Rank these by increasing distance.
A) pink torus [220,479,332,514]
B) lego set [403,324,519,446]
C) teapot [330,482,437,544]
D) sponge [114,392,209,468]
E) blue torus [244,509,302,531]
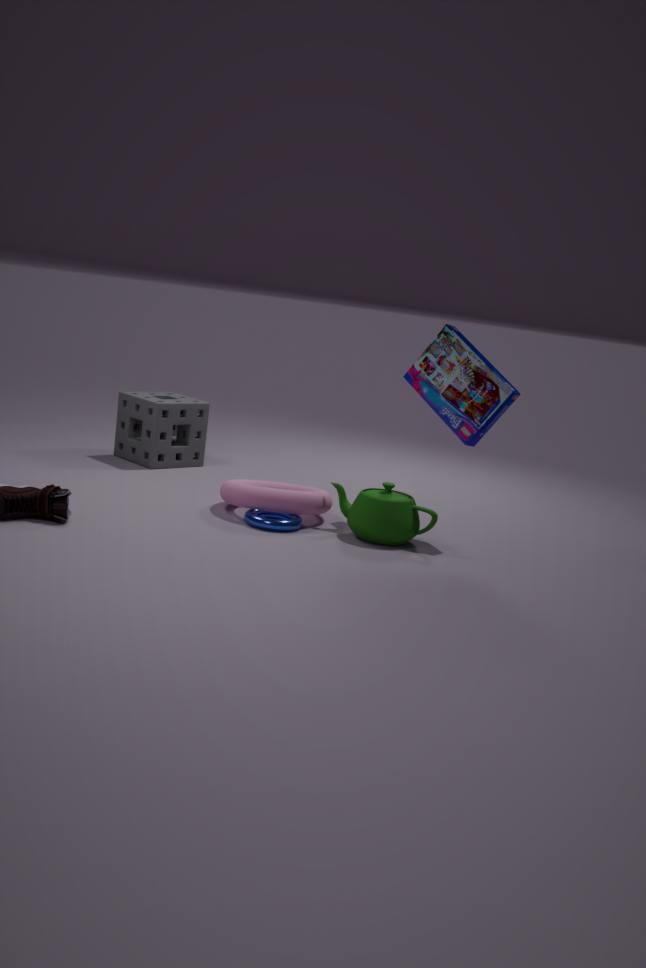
teapot [330,482,437,544]
blue torus [244,509,302,531]
pink torus [220,479,332,514]
lego set [403,324,519,446]
sponge [114,392,209,468]
